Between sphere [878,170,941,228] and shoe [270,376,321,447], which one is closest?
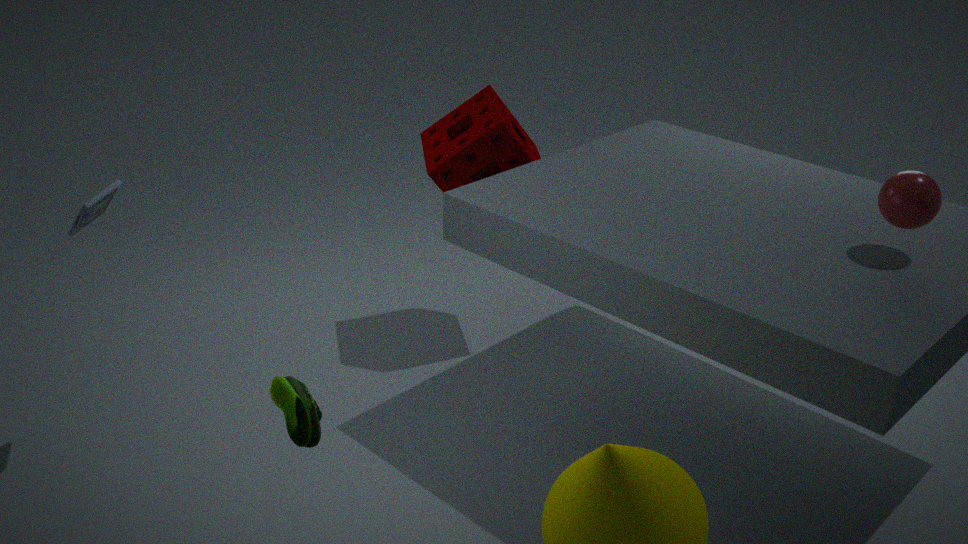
shoe [270,376,321,447]
